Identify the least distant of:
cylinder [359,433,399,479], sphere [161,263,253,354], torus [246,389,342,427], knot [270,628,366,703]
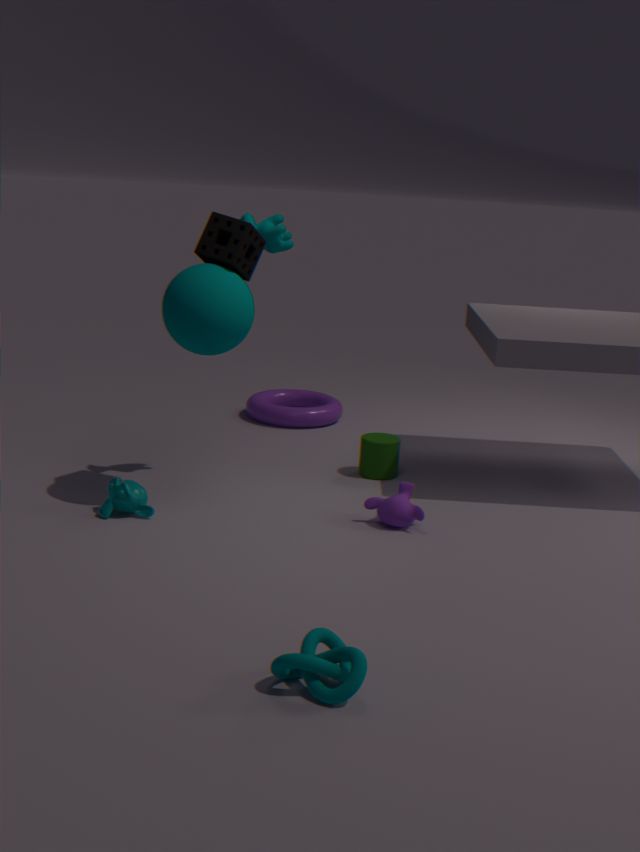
knot [270,628,366,703]
